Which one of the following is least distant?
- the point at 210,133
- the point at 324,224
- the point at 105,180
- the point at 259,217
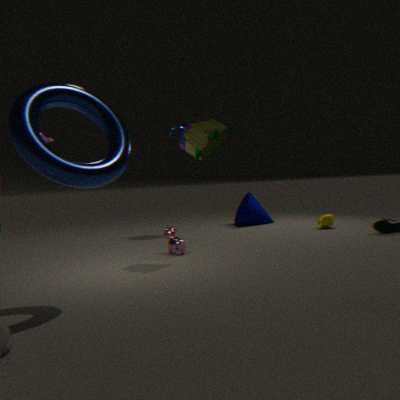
the point at 105,180
